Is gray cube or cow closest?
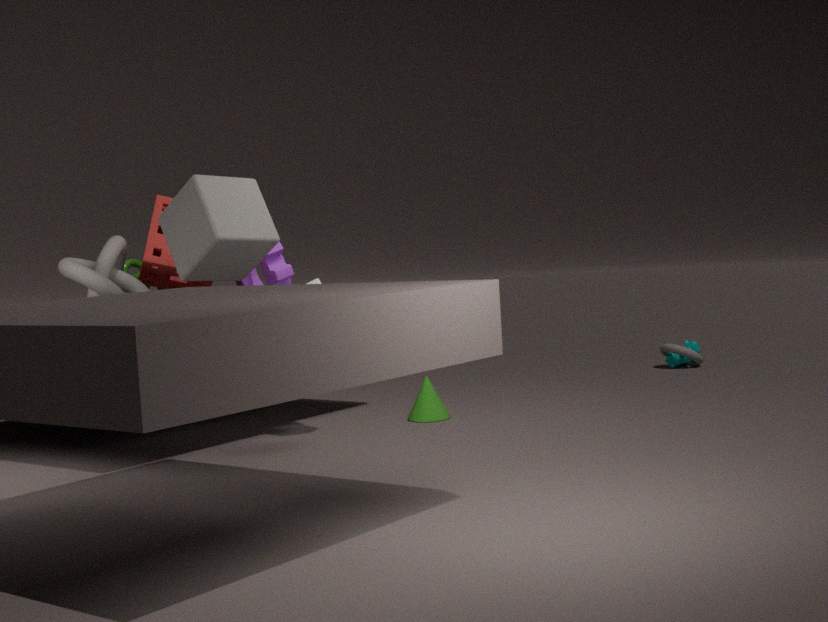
gray cube
